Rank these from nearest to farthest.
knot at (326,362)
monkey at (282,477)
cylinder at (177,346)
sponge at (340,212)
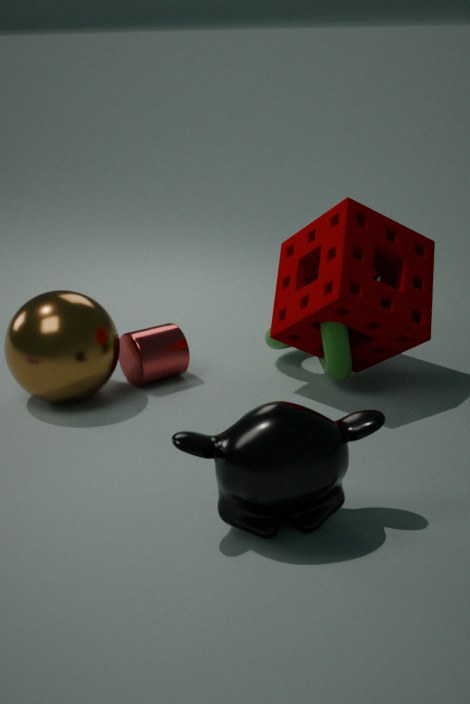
monkey at (282,477), sponge at (340,212), knot at (326,362), cylinder at (177,346)
